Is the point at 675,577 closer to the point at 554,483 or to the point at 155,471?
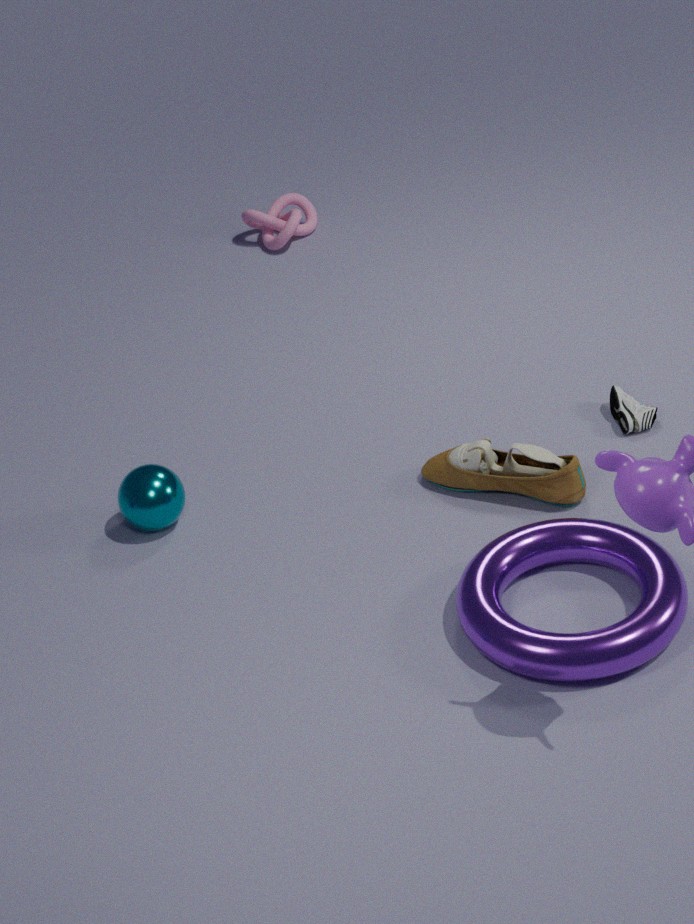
the point at 554,483
